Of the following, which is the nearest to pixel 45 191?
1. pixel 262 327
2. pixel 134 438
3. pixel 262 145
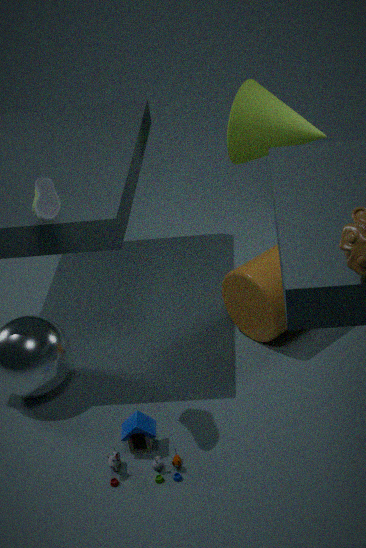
pixel 134 438
